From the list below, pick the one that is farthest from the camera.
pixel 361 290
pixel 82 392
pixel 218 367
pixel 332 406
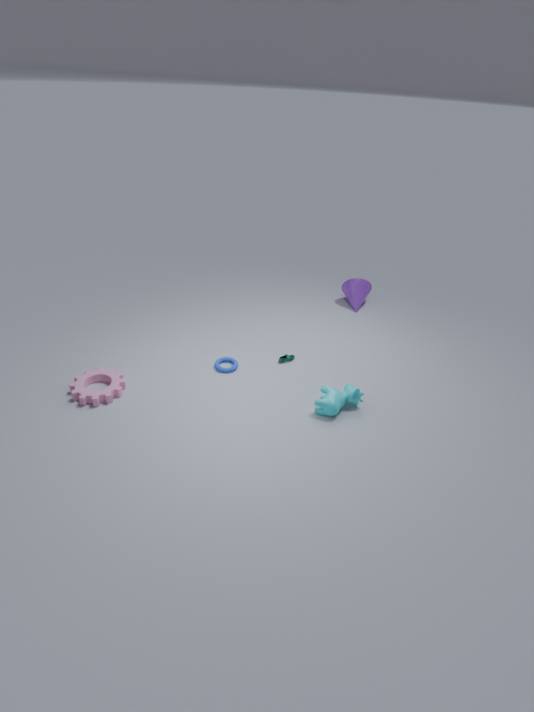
pixel 361 290
